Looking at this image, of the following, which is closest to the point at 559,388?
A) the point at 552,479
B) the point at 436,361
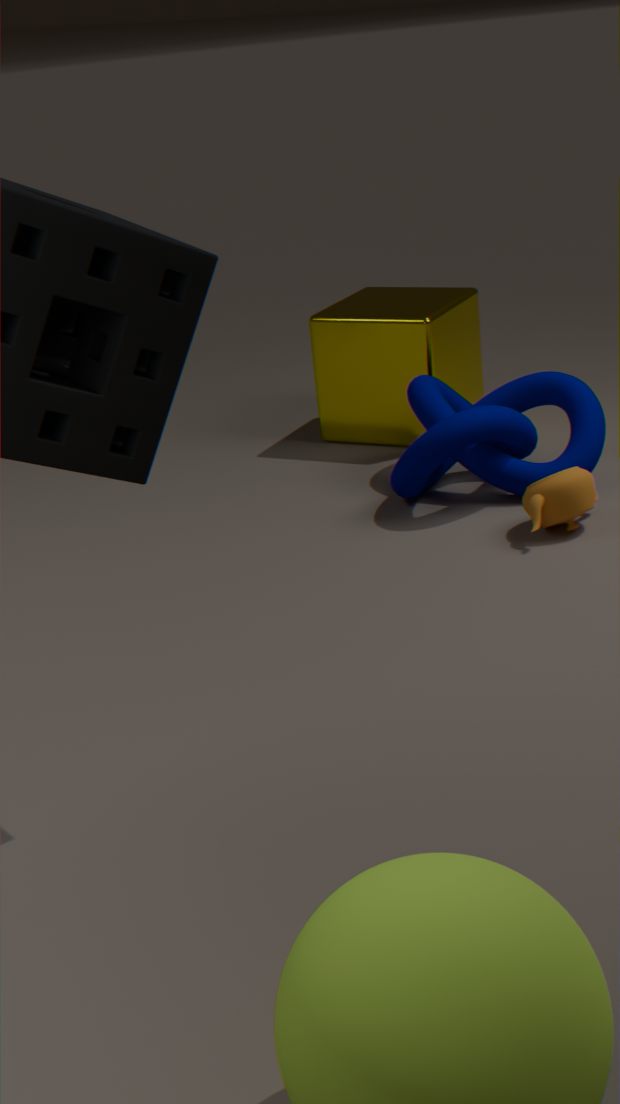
the point at 552,479
